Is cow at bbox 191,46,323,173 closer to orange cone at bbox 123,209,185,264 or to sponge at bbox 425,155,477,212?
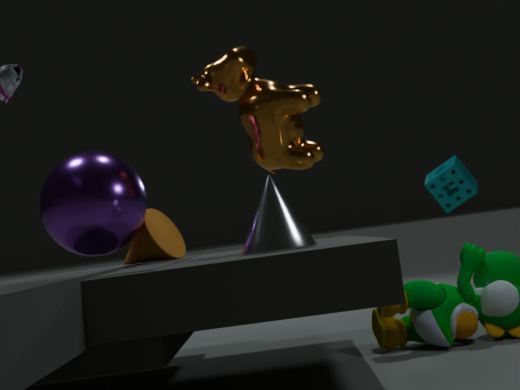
orange cone at bbox 123,209,185,264
